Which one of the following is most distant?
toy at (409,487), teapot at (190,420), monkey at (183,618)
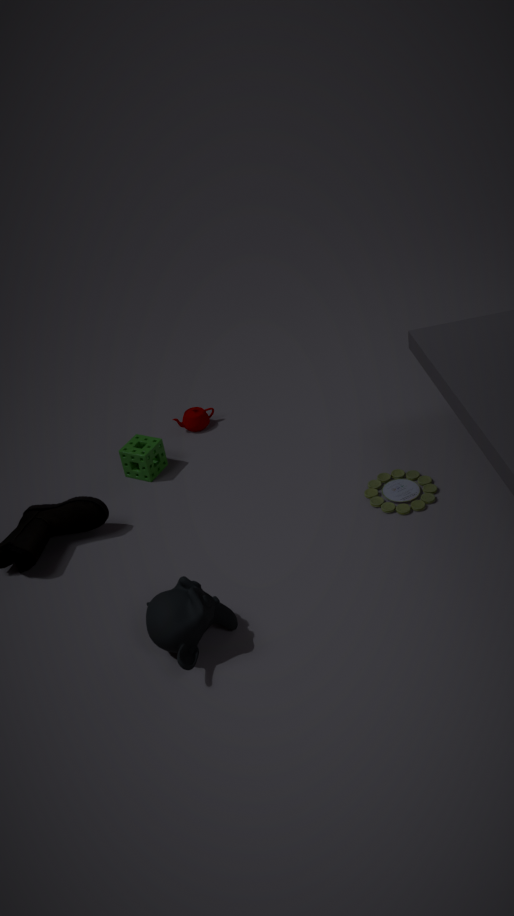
teapot at (190,420)
